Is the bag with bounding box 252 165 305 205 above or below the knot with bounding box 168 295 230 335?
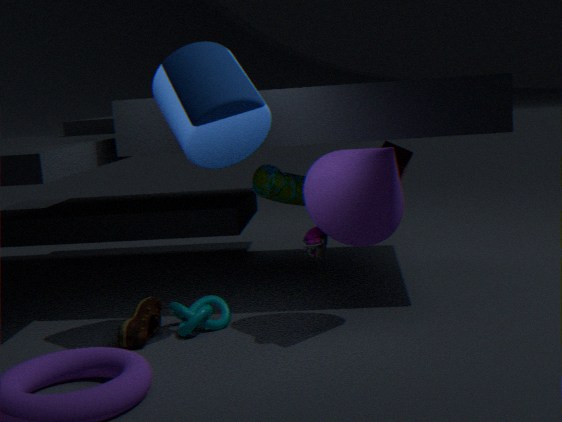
above
